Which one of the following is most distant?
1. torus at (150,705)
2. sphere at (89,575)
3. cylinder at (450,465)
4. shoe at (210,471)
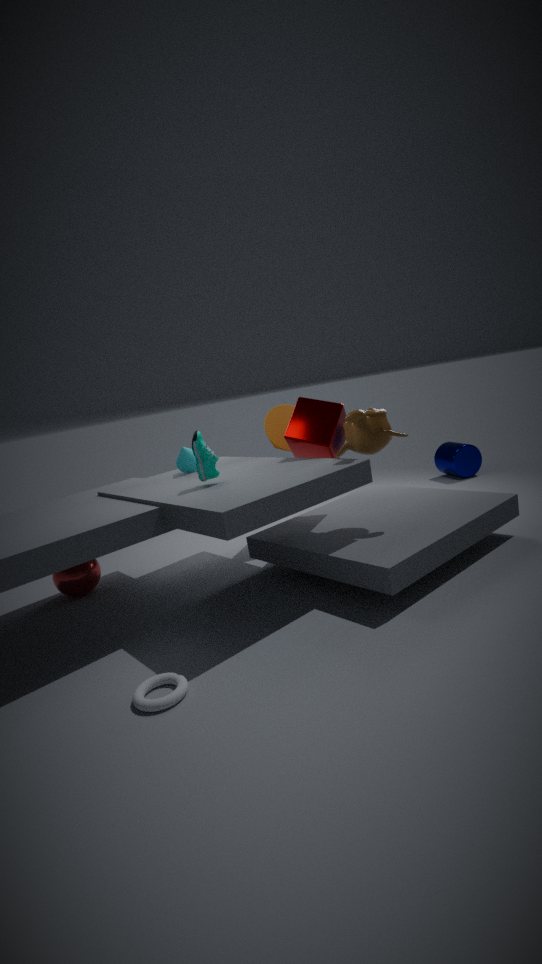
cylinder at (450,465)
